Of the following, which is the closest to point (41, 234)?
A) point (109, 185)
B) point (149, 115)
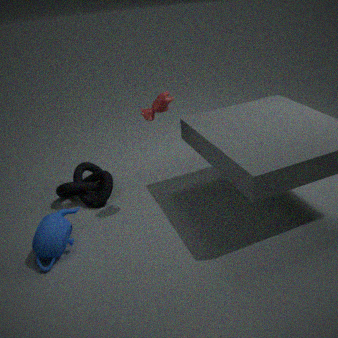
point (109, 185)
